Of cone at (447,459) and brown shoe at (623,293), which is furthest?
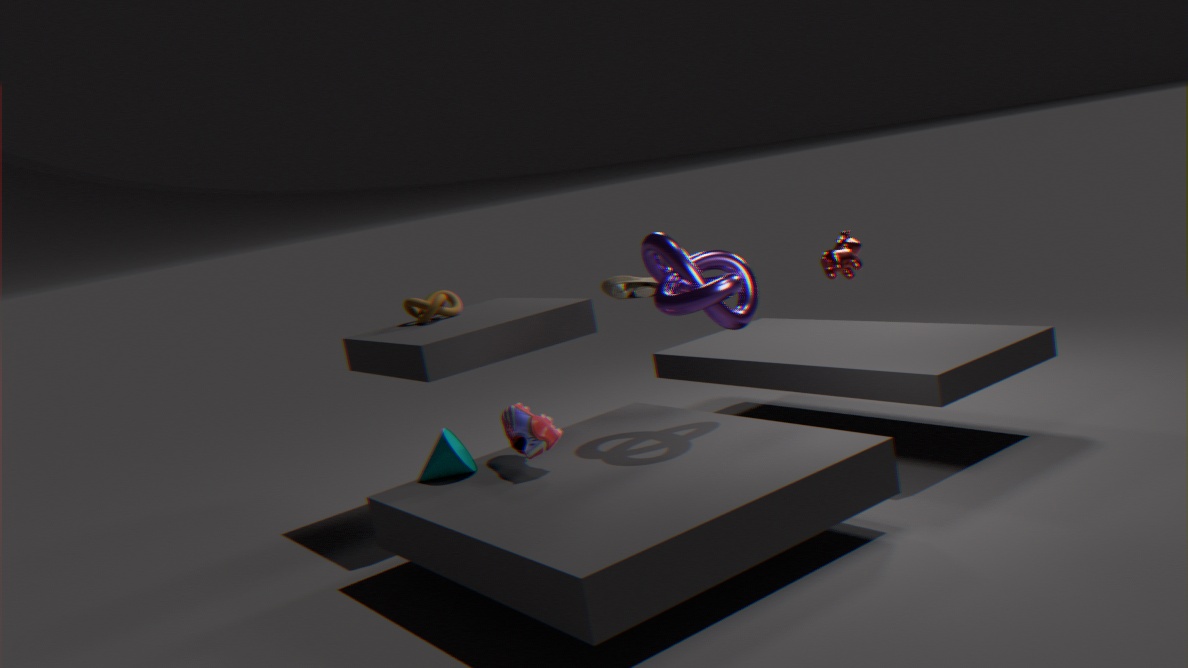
brown shoe at (623,293)
